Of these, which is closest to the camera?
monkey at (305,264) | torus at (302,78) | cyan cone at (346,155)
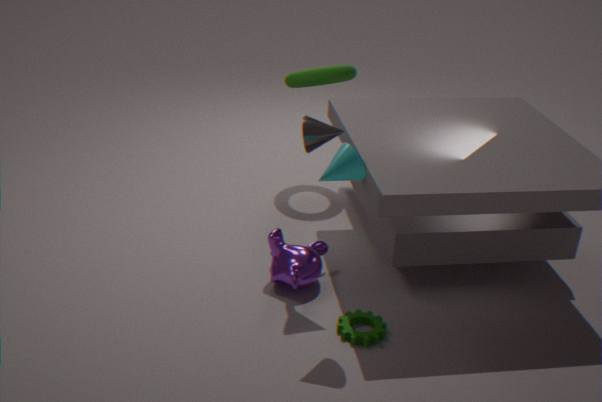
cyan cone at (346,155)
